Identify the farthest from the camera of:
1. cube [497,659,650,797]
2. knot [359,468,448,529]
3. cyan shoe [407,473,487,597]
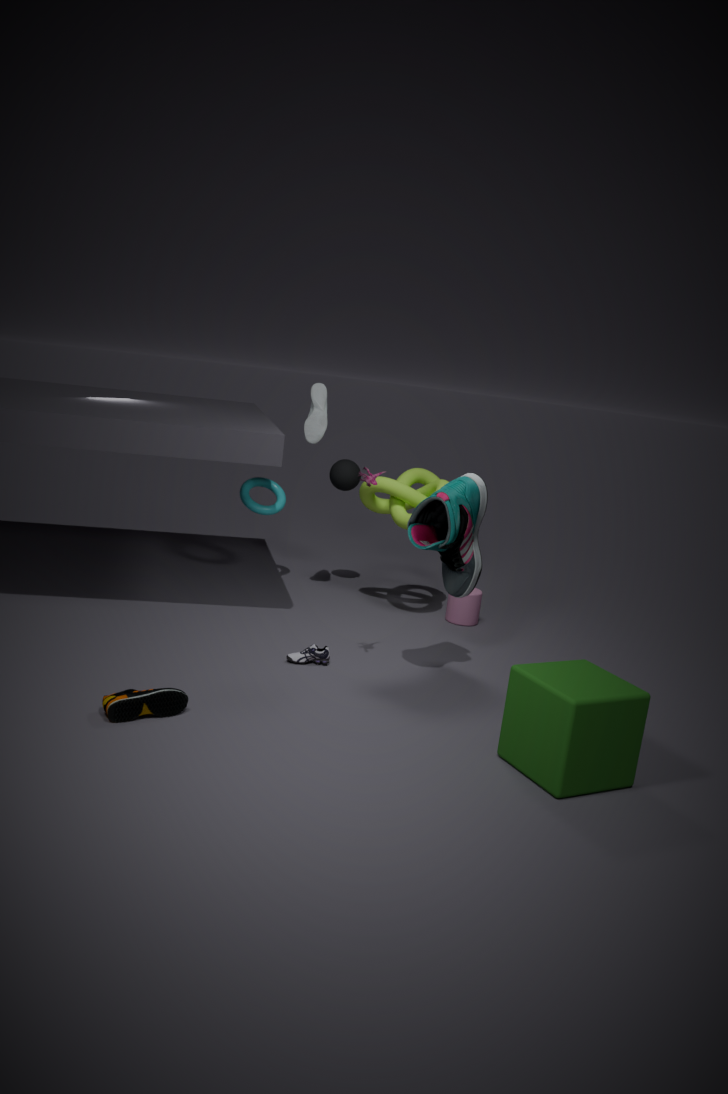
knot [359,468,448,529]
